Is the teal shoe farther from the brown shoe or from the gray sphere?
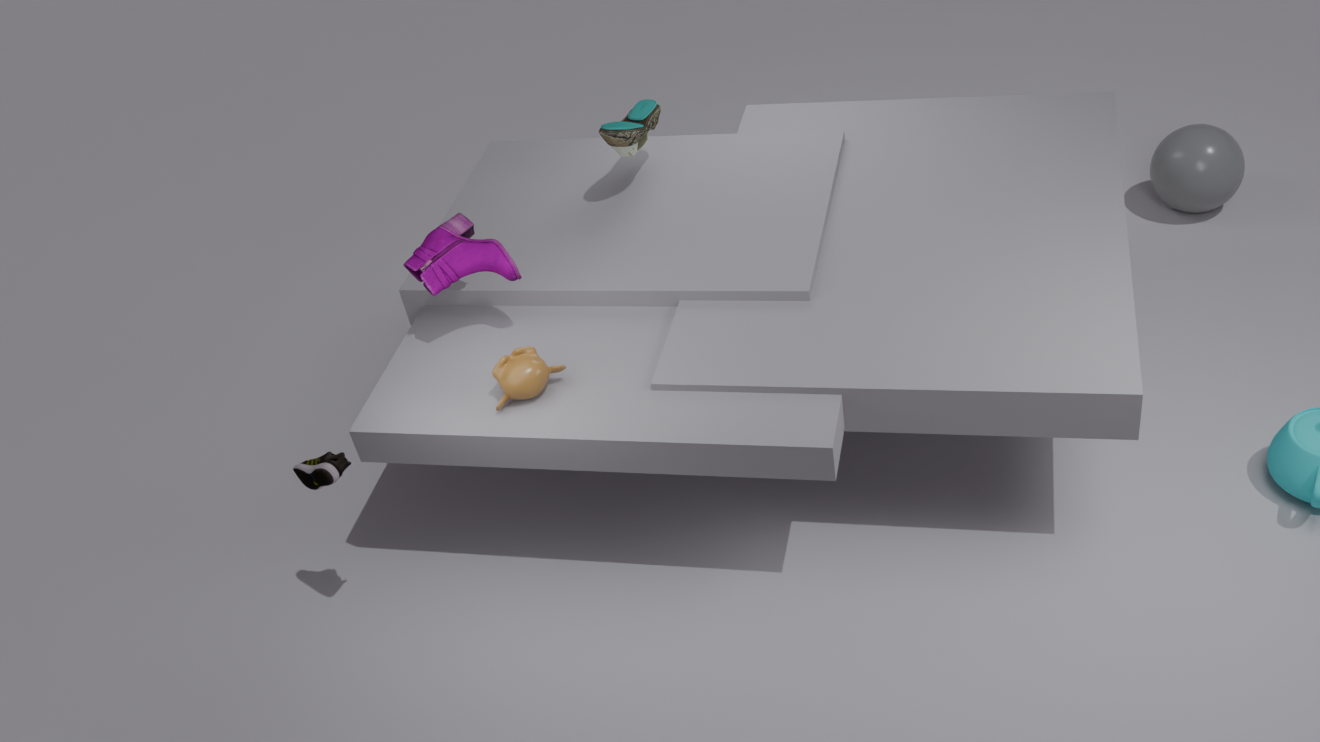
the gray sphere
